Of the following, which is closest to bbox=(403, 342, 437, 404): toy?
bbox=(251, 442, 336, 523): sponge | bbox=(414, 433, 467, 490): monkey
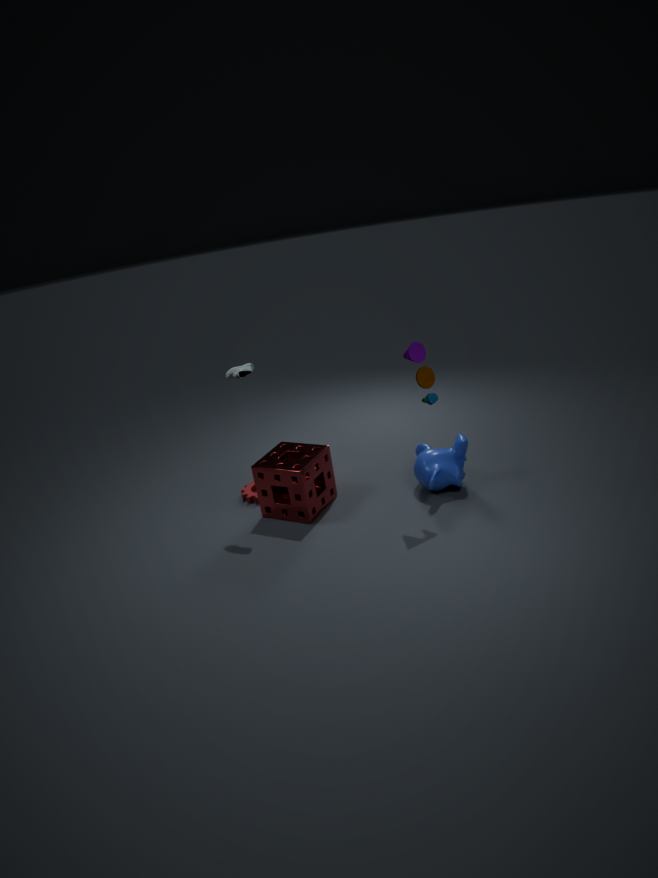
bbox=(414, 433, 467, 490): monkey
